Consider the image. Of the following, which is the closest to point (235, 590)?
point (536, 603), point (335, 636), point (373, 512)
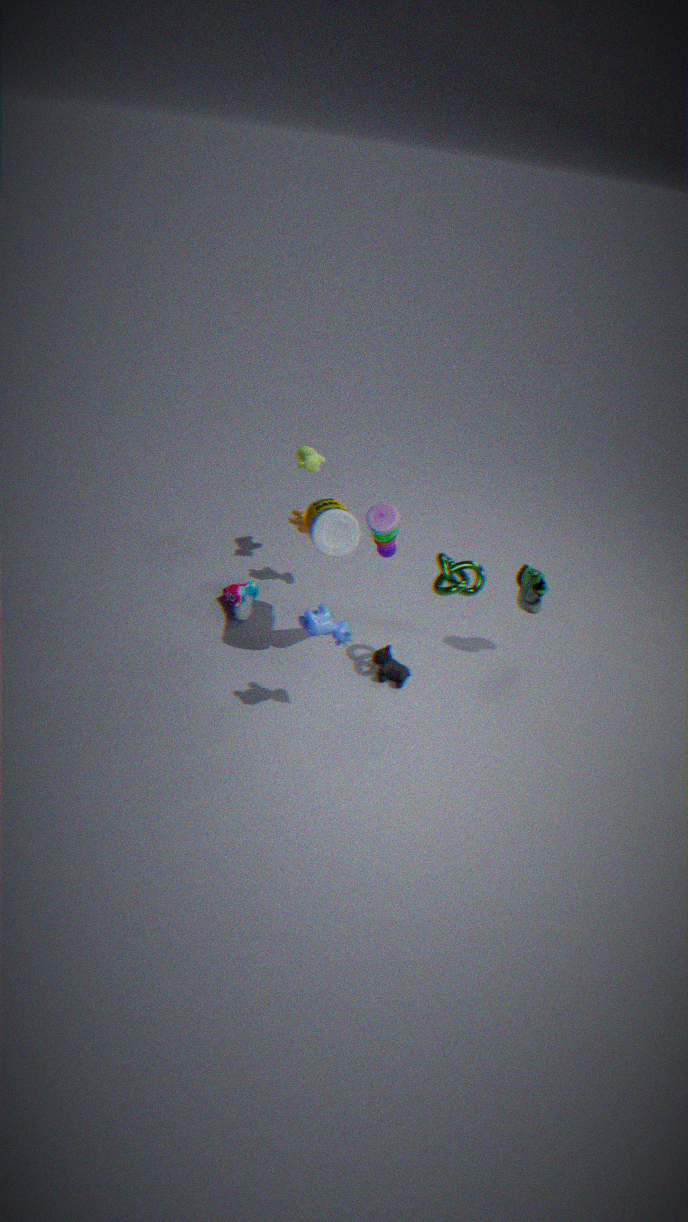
point (335, 636)
